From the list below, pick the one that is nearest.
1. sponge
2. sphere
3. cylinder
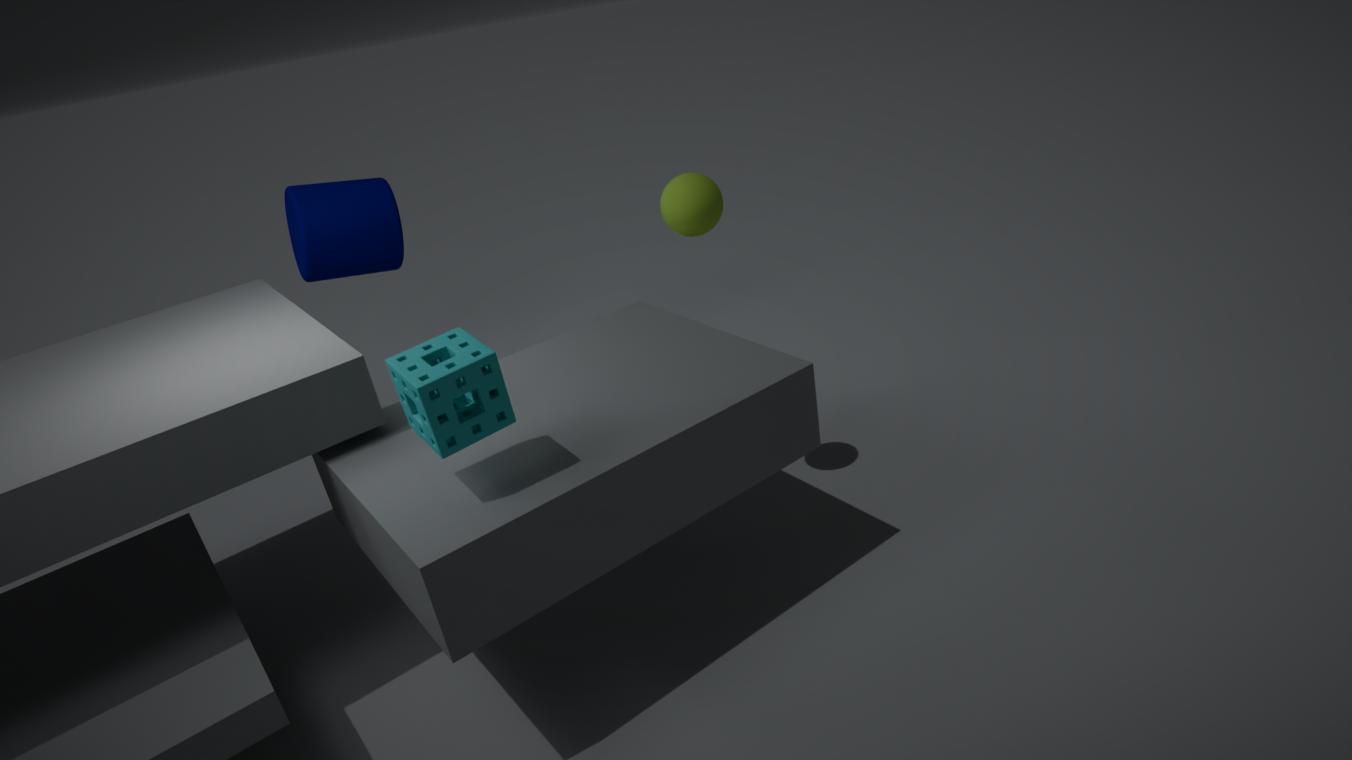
sponge
